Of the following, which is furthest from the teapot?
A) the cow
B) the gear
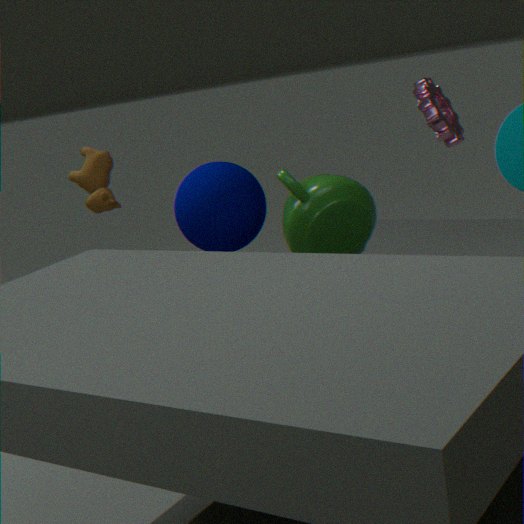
the cow
